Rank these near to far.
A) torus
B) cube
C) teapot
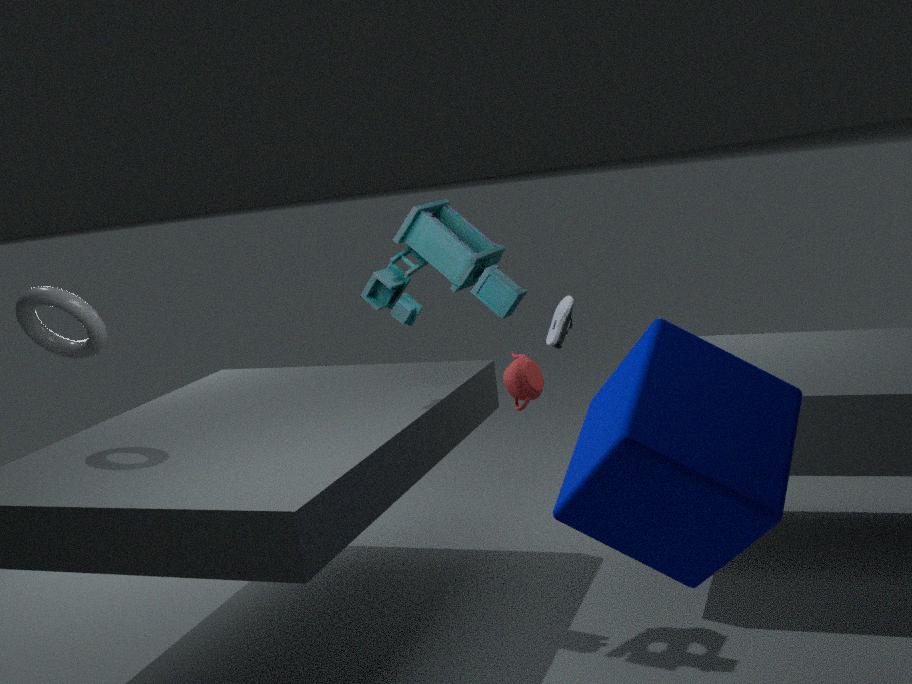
cube, torus, teapot
